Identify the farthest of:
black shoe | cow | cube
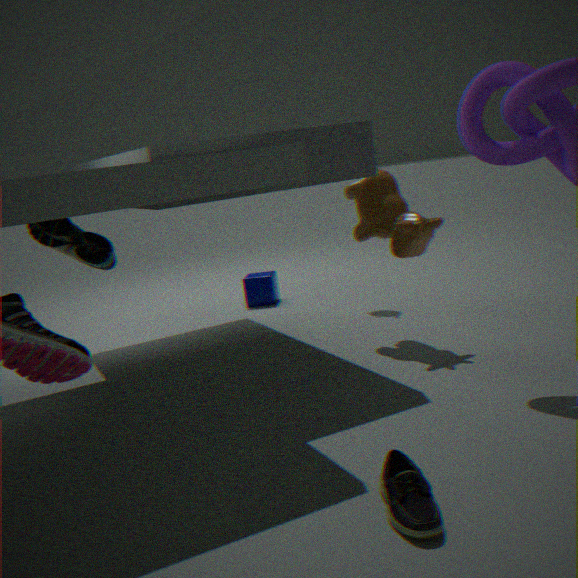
cube
